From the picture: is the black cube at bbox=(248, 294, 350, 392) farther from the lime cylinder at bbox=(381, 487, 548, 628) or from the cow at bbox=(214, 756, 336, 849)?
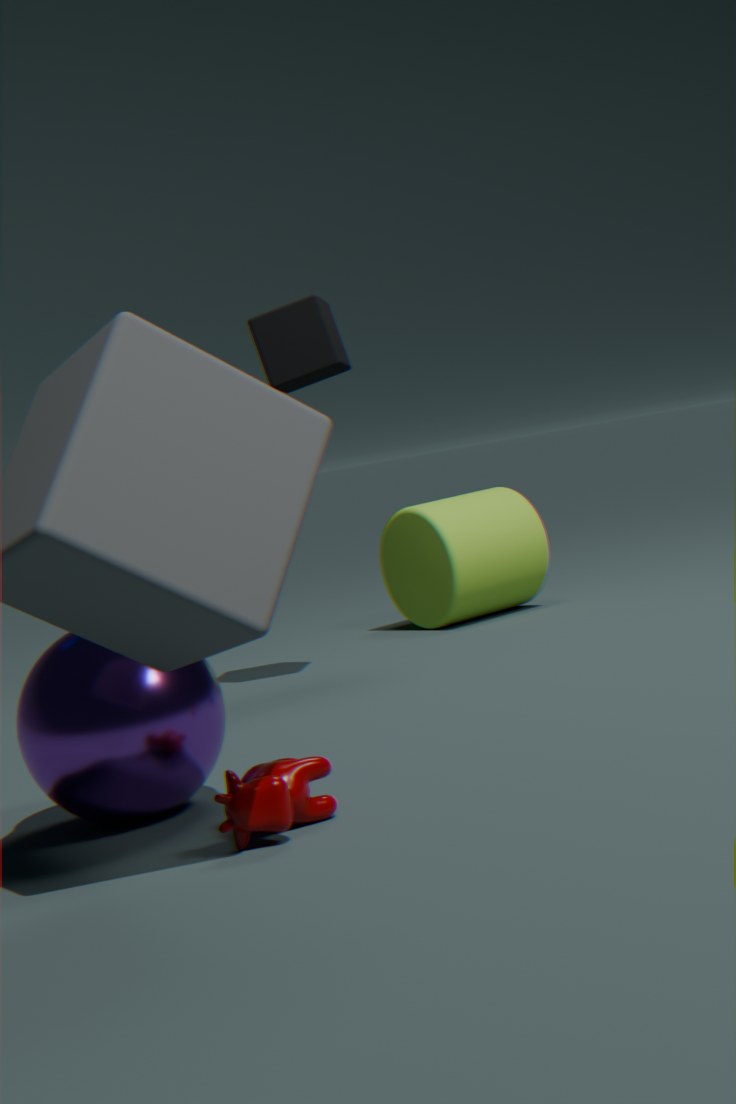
the cow at bbox=(214, 756, 336, 849)
